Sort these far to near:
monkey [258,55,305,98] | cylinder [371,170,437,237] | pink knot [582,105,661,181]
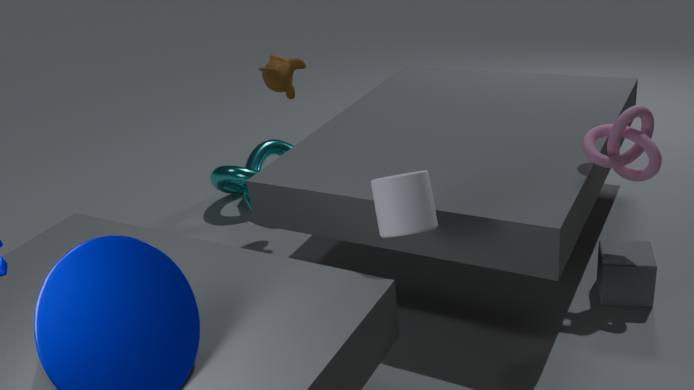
monkey [258,55,305,98], pink knot [582,105,661,181], cylinder [371,170,437,237]
